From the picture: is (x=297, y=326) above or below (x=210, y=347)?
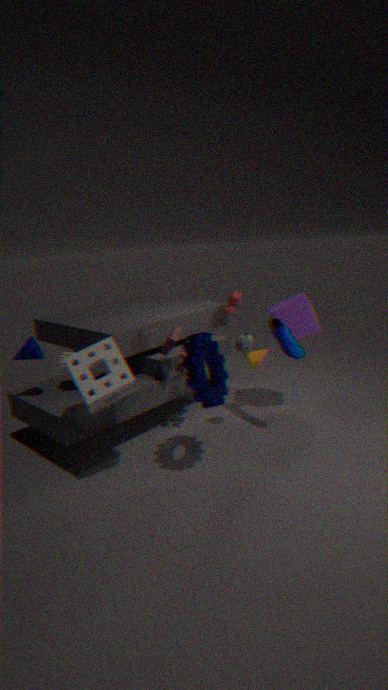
above
